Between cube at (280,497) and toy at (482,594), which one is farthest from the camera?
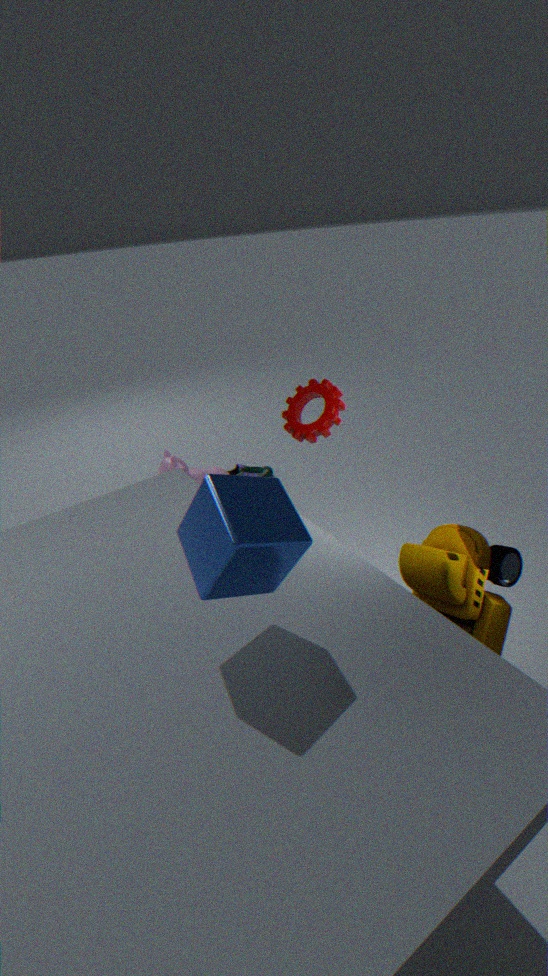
toy at (482,594)
